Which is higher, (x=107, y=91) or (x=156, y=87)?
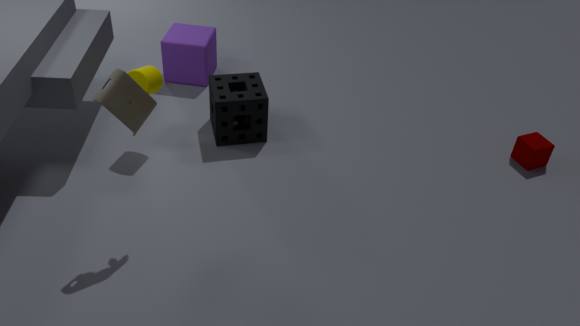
(x=107, y=91)
